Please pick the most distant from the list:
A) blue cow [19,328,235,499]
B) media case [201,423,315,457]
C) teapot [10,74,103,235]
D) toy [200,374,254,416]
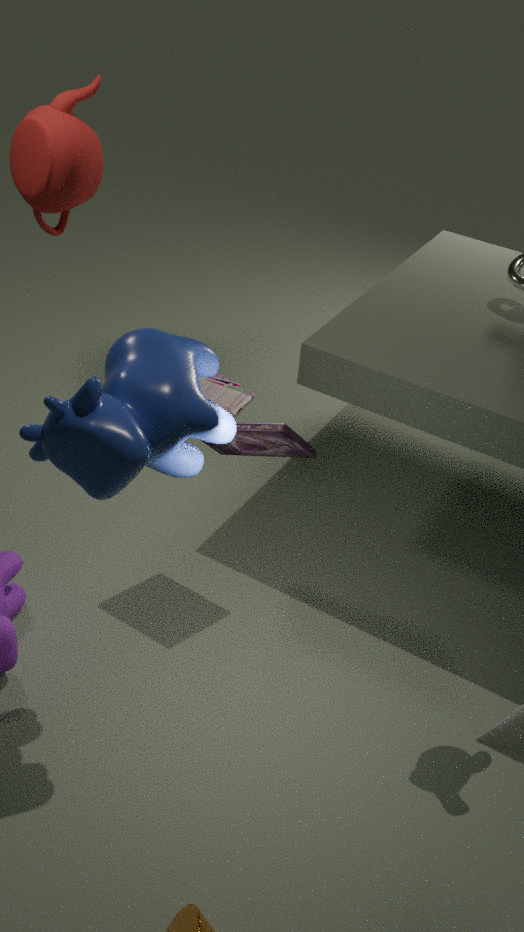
D. toy [200,374,254,416]
